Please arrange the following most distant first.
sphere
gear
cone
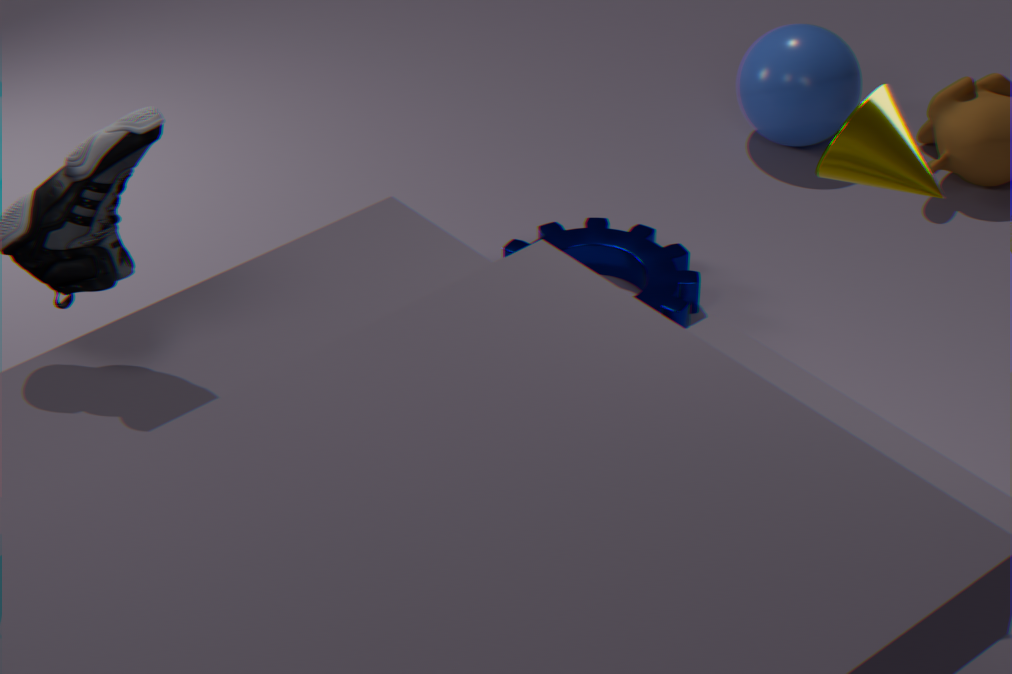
sphere
gear
cone
